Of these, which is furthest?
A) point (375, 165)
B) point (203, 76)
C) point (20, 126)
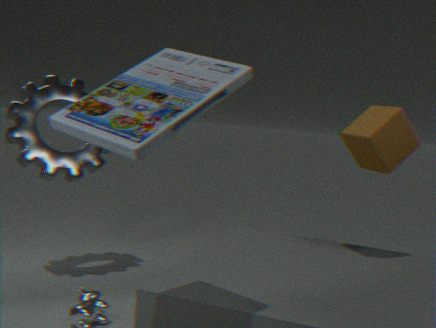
point (20, 126)
